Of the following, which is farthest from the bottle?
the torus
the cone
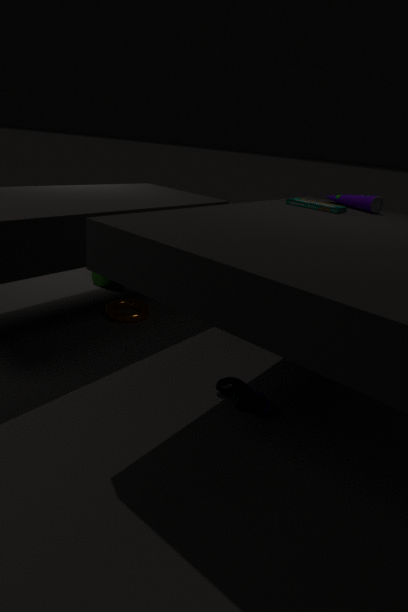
the cone
